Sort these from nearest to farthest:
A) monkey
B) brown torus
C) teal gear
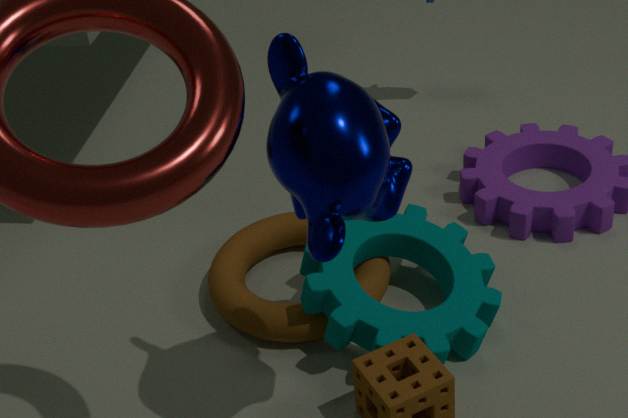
monkey, teal gear, brown torus
